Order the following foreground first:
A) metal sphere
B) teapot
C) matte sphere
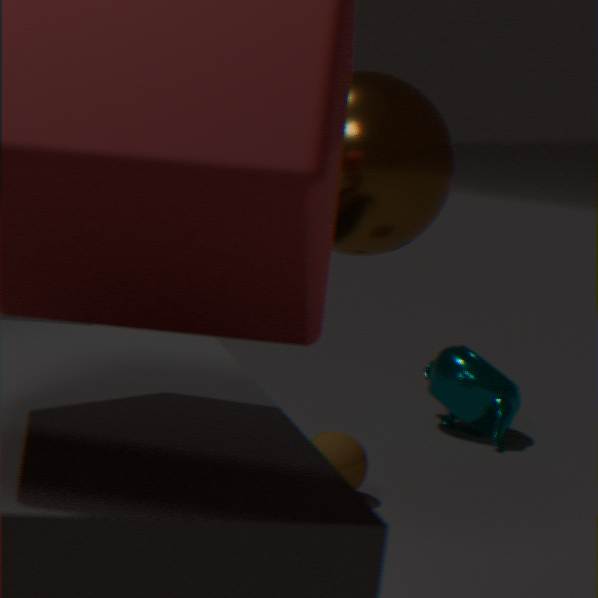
1. metal sphere
2. matte sphere
3. teapot
